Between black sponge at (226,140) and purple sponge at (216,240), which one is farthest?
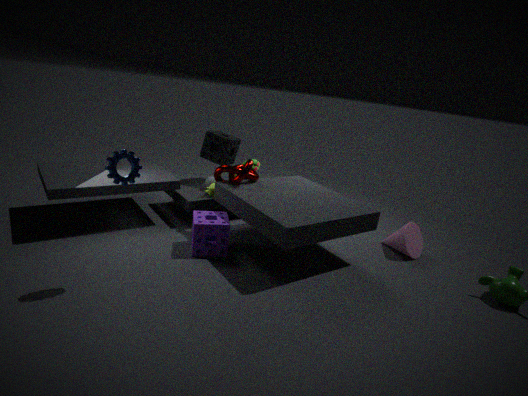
black sponge at (226,140)
